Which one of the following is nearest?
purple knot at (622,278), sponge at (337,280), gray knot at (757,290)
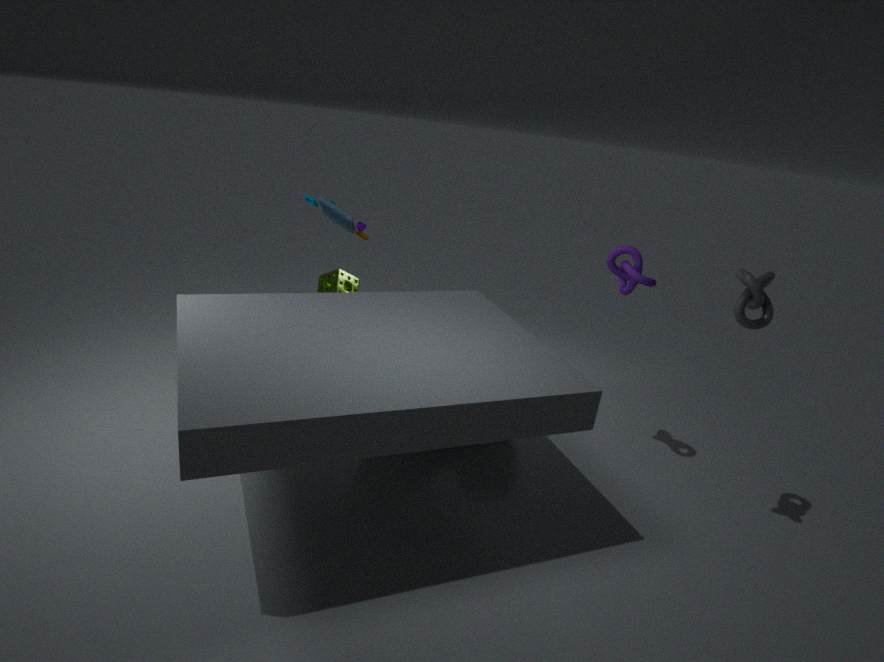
gray knot at (757,290)
